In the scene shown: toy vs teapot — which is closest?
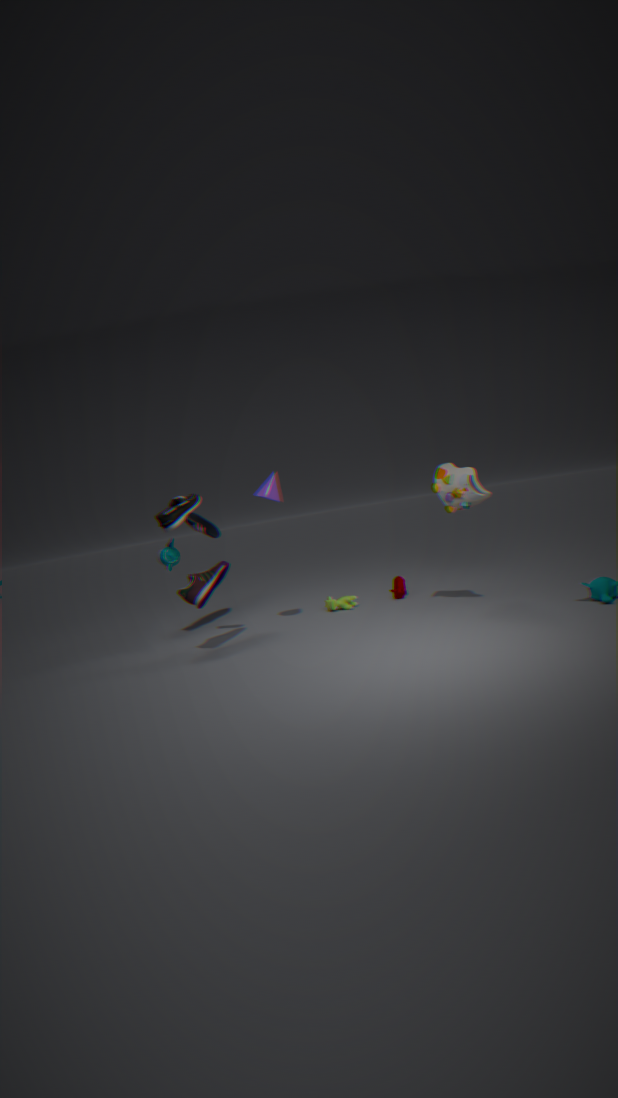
toy
